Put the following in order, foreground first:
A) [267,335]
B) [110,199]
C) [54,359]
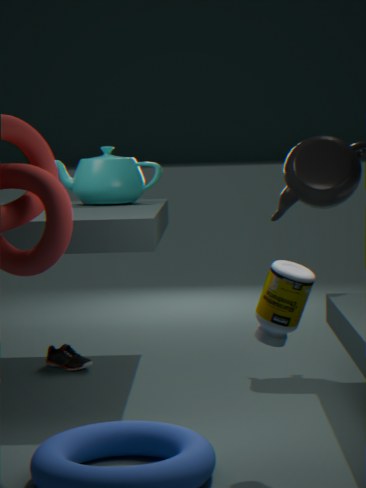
[267,335], [54,359], [110,199]
